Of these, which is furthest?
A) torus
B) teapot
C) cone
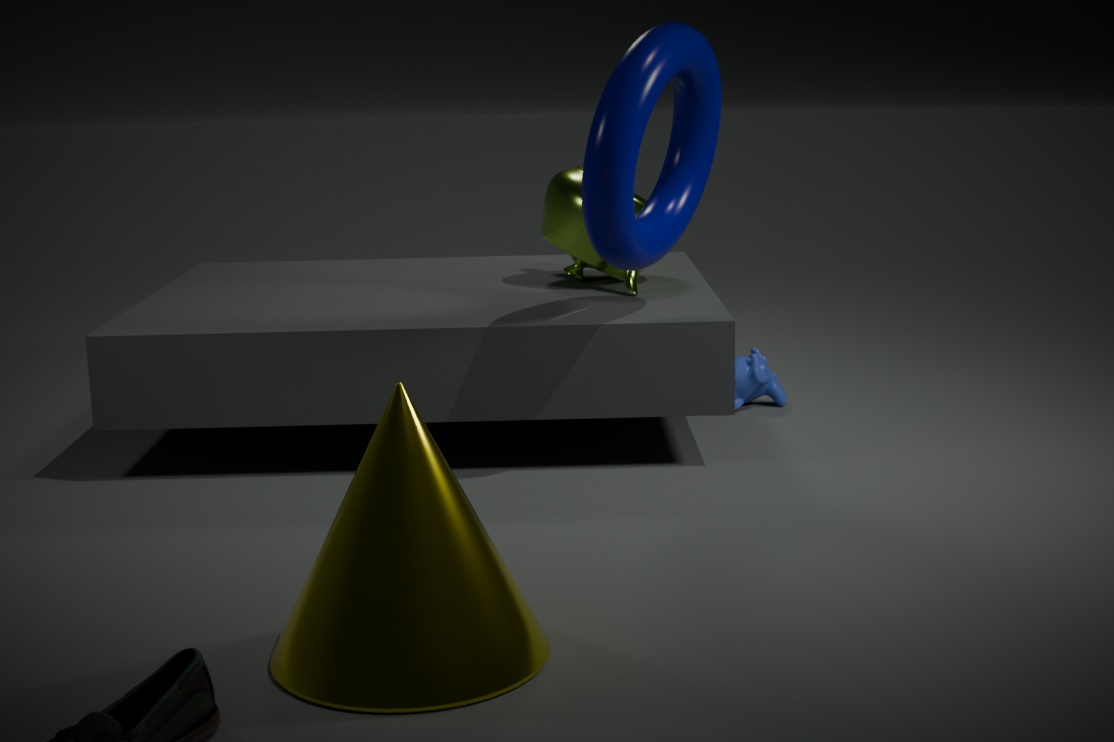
teapot
